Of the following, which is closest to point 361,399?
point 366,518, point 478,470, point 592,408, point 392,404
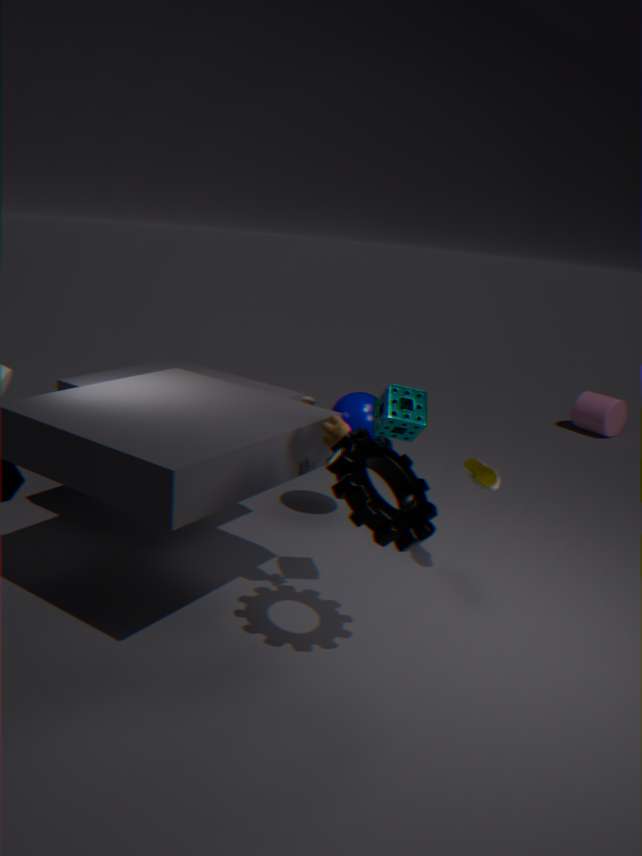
point 478,470
